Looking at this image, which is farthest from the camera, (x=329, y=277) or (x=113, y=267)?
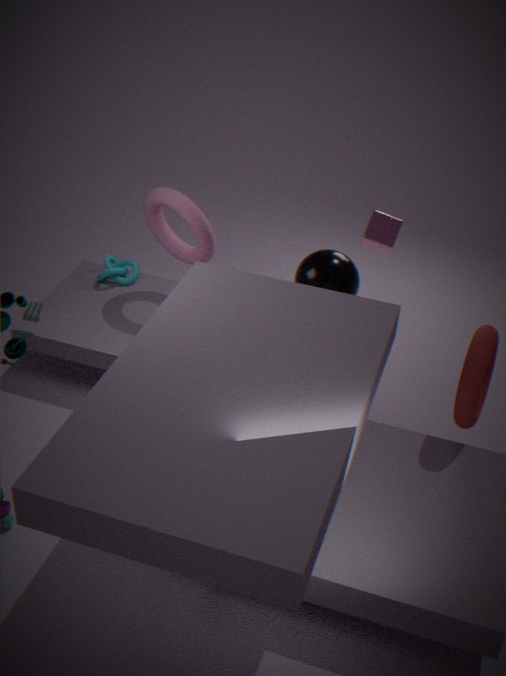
(x=113, y=267)
